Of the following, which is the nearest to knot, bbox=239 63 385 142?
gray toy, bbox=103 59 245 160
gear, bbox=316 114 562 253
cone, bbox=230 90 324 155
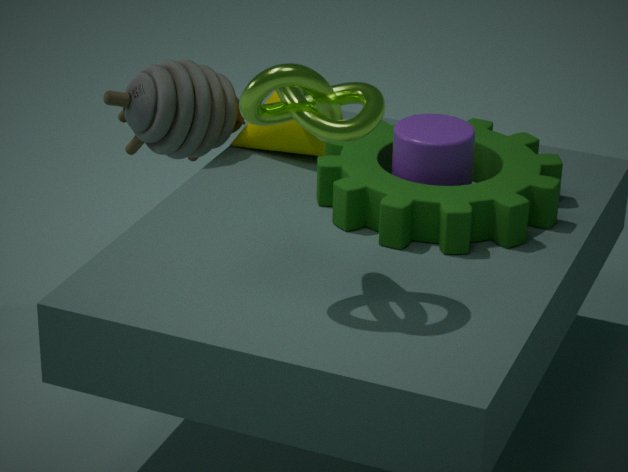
gear, bbox=316 114 562 253
